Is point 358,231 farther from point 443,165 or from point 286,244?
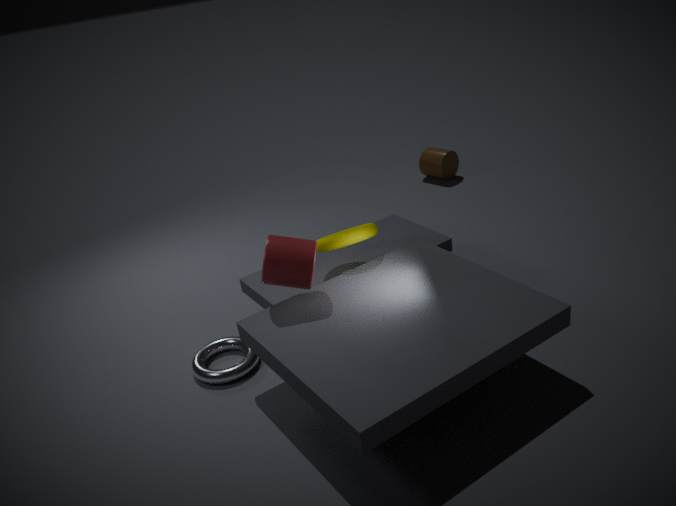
point 443,165
